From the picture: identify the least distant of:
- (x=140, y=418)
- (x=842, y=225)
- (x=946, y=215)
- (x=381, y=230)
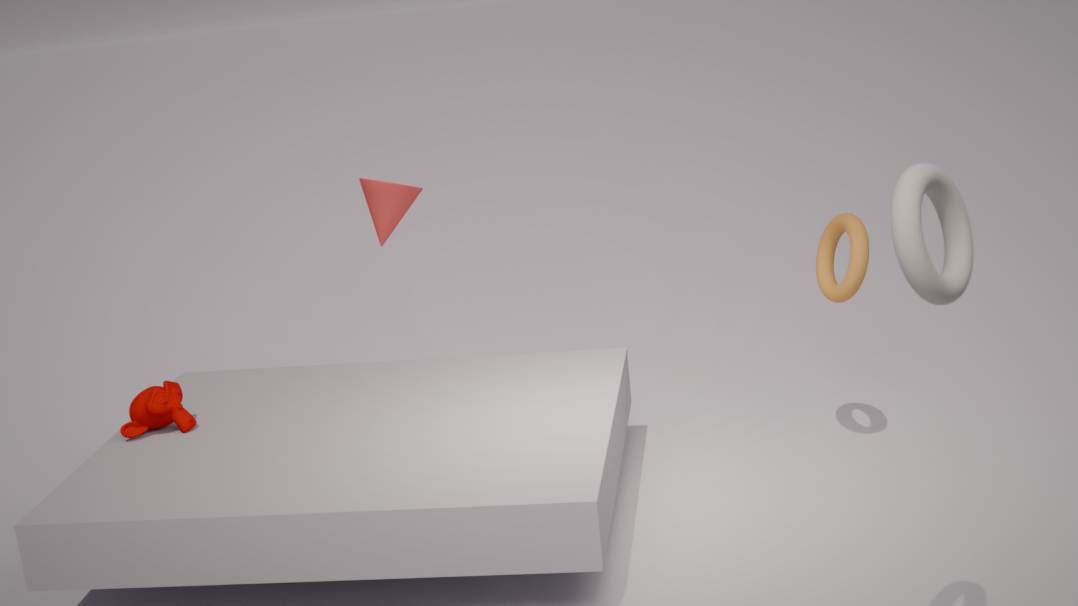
(x=946, y=215)
